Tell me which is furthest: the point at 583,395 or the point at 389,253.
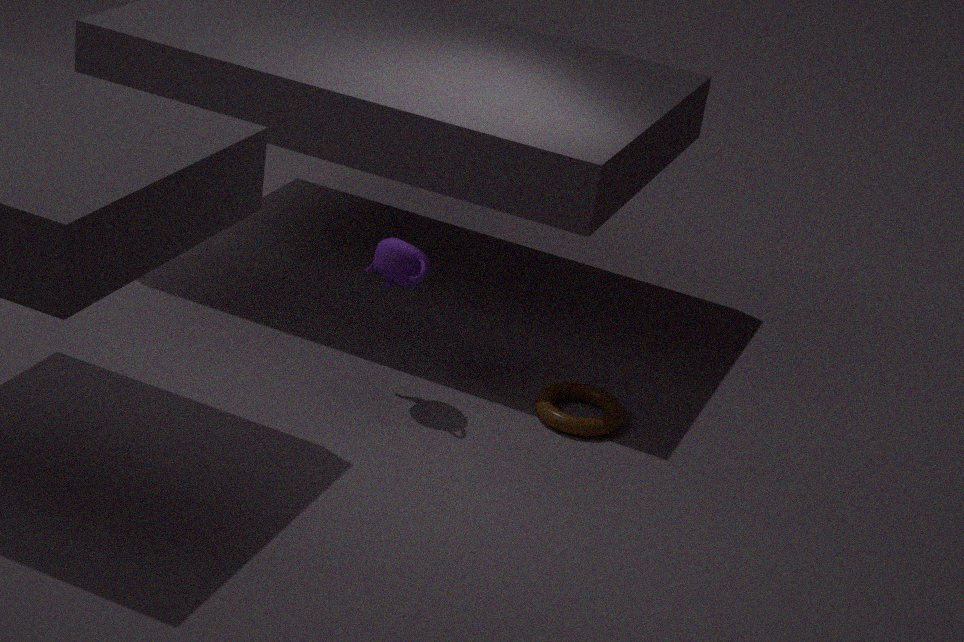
the point at 583,395
